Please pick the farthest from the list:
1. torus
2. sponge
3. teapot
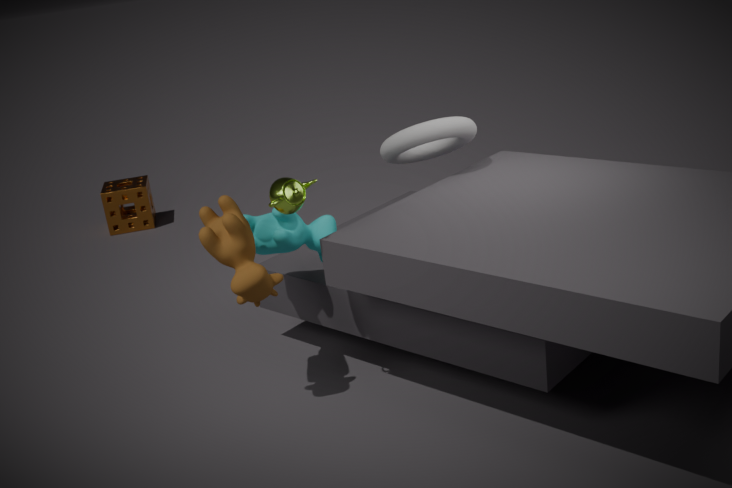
sponge
